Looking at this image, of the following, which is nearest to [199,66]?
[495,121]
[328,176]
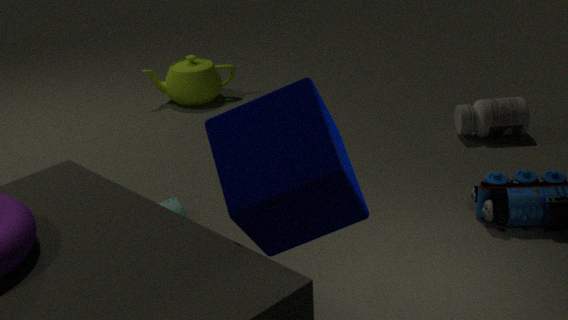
[495,121]
